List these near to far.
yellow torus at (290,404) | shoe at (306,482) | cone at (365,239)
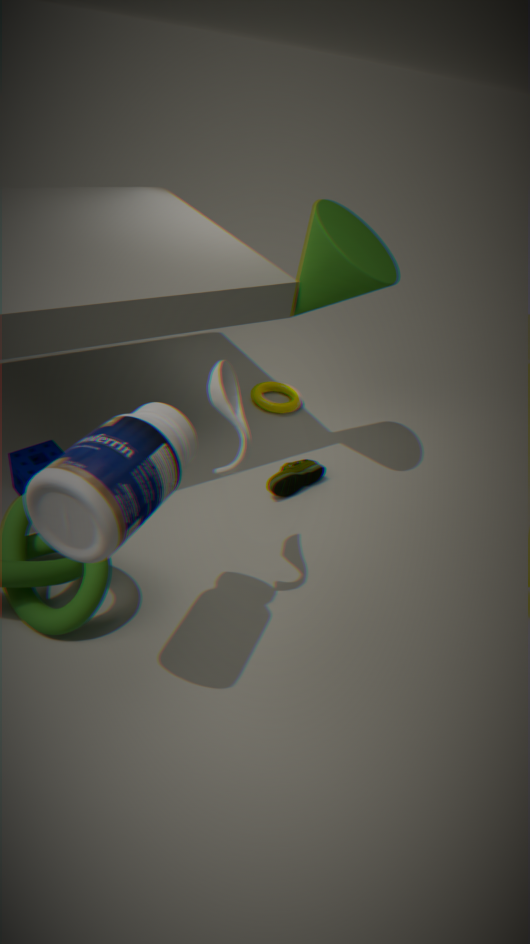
cone at (365,239)
shoe at (306,482)
yellow torus at (290,404)
